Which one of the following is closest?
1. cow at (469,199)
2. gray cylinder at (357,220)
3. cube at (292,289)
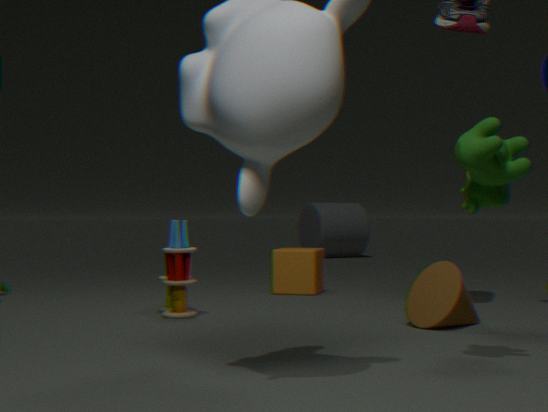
cow at (469,199)
